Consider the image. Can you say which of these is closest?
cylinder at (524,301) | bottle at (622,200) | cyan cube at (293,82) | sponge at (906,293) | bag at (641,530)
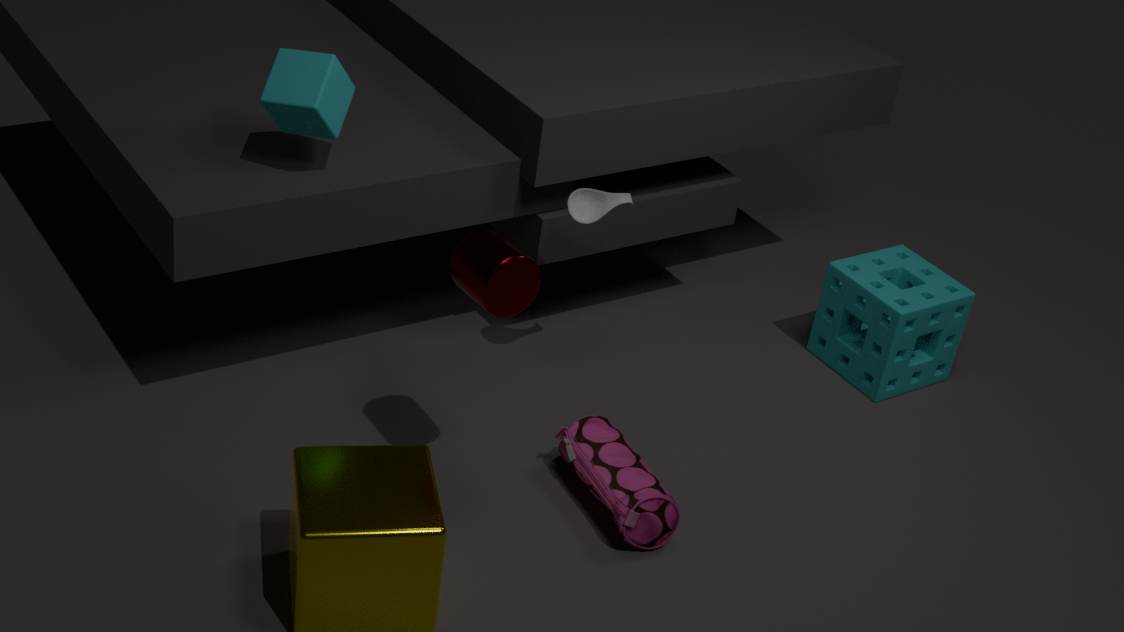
cylinder at (524,301)
